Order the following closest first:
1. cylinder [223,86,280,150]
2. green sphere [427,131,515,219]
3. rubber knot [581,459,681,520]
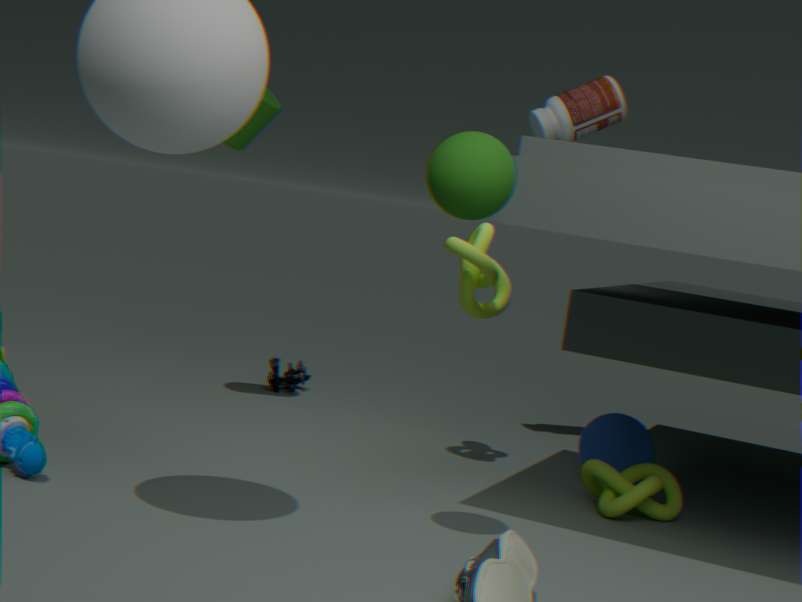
green sphere [427,131,515,219], rubber knot [581,459,681,520], cylinder [223,86,280,150]
